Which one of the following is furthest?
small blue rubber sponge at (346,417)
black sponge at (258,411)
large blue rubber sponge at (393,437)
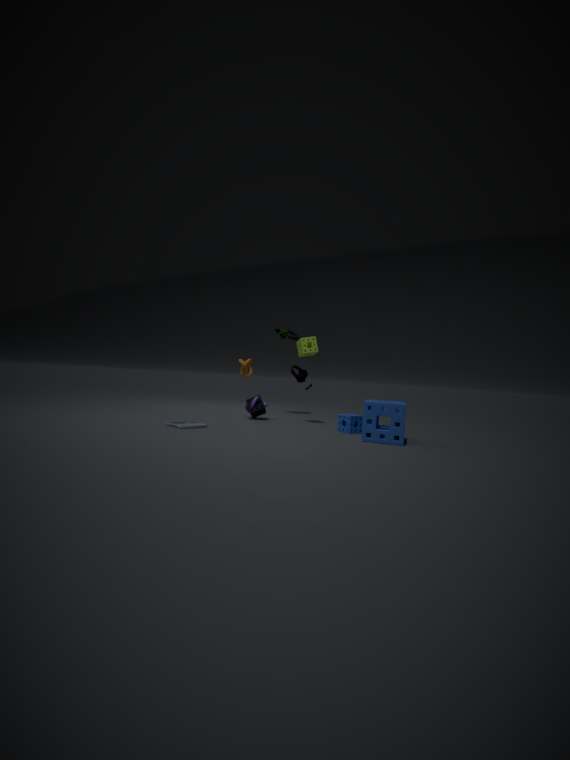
black sponge at (258,411)
